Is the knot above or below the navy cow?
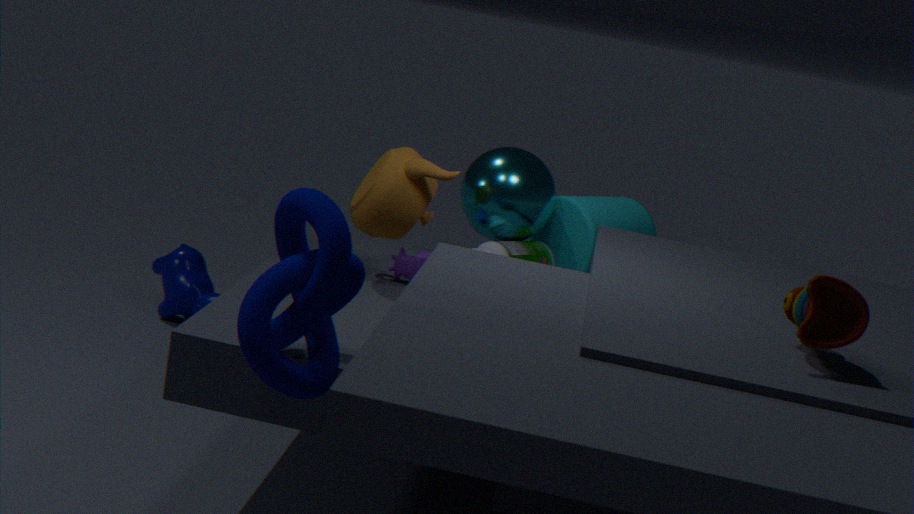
above
